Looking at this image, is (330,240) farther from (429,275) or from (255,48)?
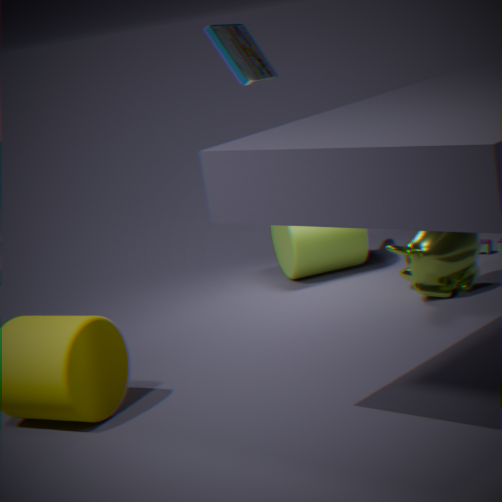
(255,48)
